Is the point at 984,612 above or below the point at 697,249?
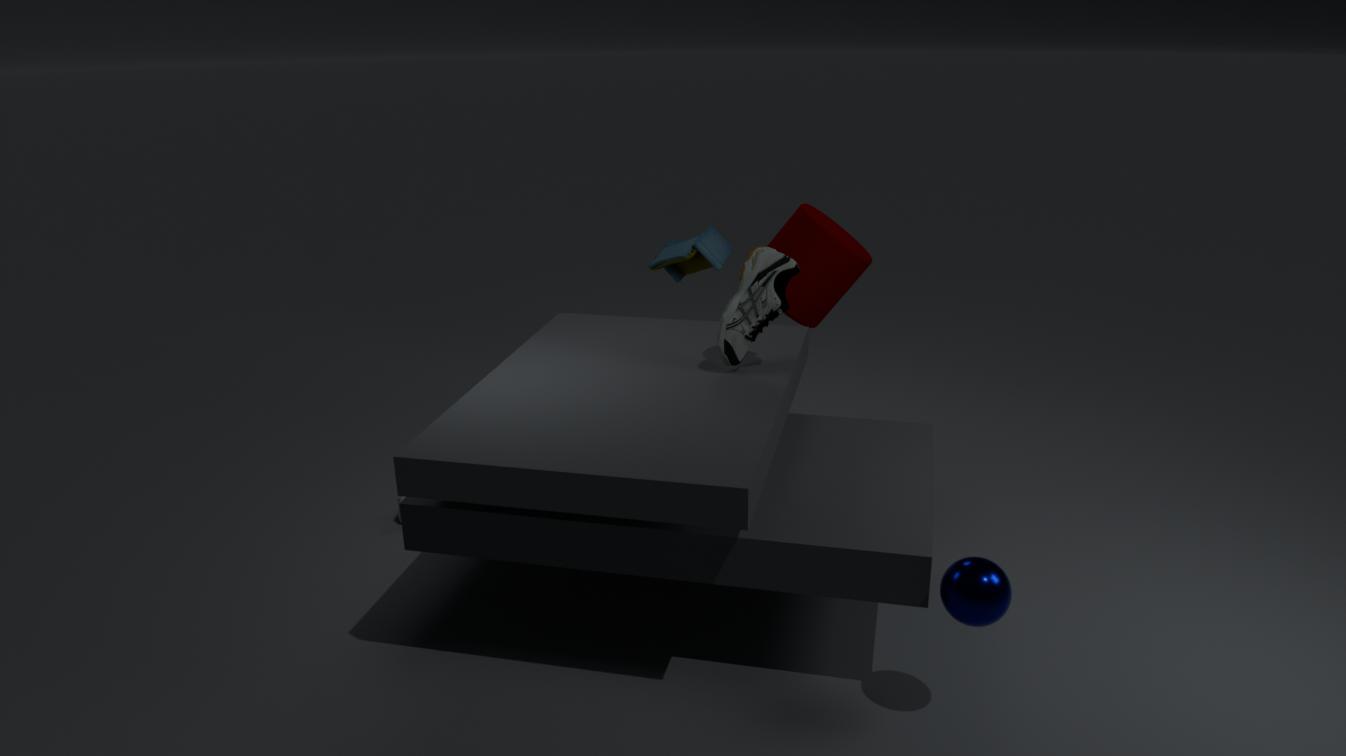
below
